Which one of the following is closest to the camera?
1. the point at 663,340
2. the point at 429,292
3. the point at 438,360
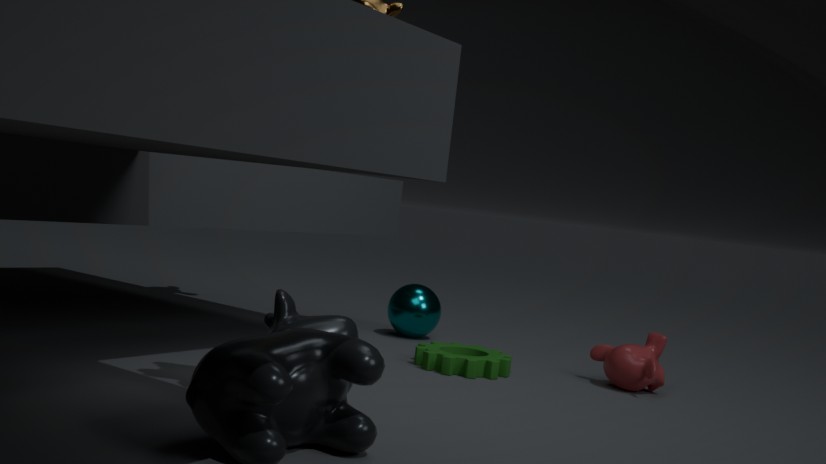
the point at 438,360
